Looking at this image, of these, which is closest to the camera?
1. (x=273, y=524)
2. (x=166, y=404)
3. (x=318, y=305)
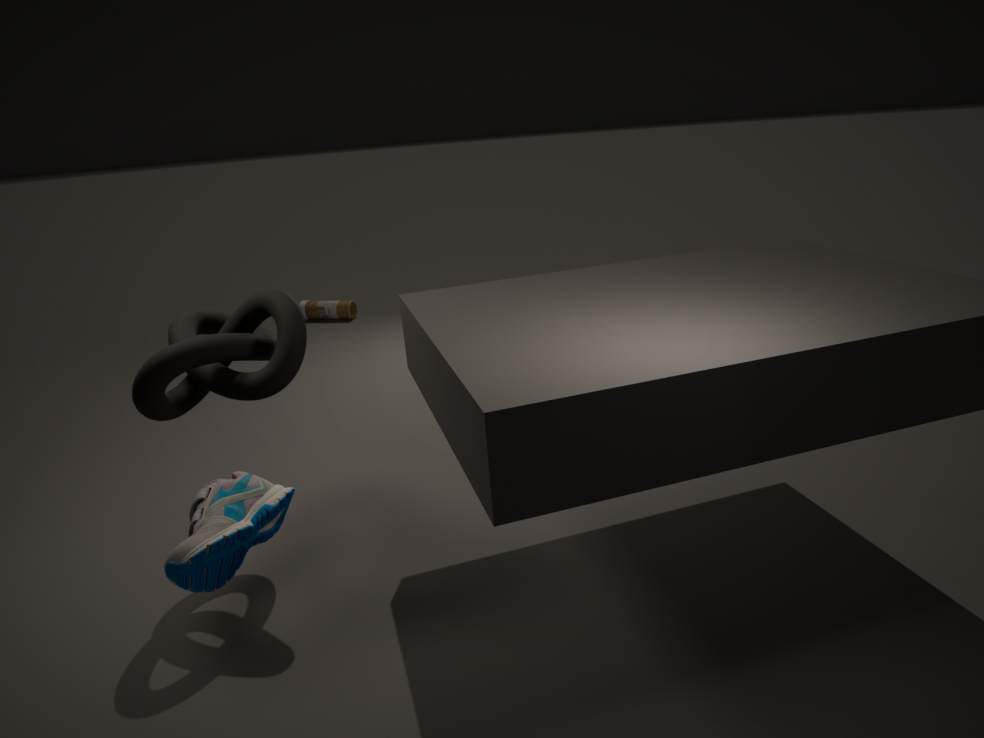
(x=273, y=524)
